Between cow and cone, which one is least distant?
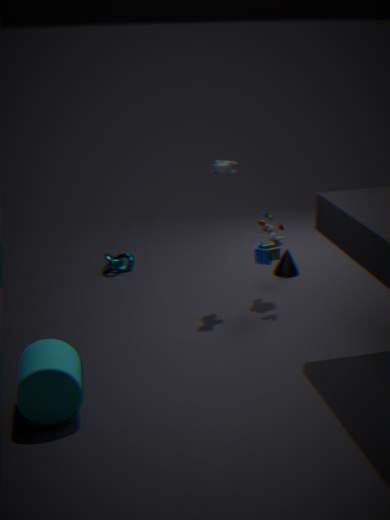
cow
